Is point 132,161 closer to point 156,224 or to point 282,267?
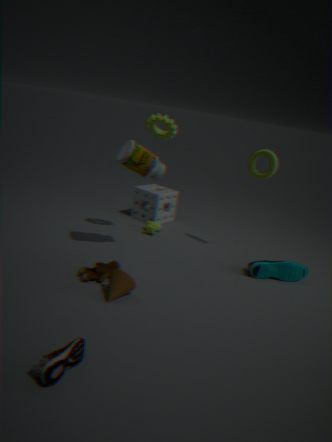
point 156,224
